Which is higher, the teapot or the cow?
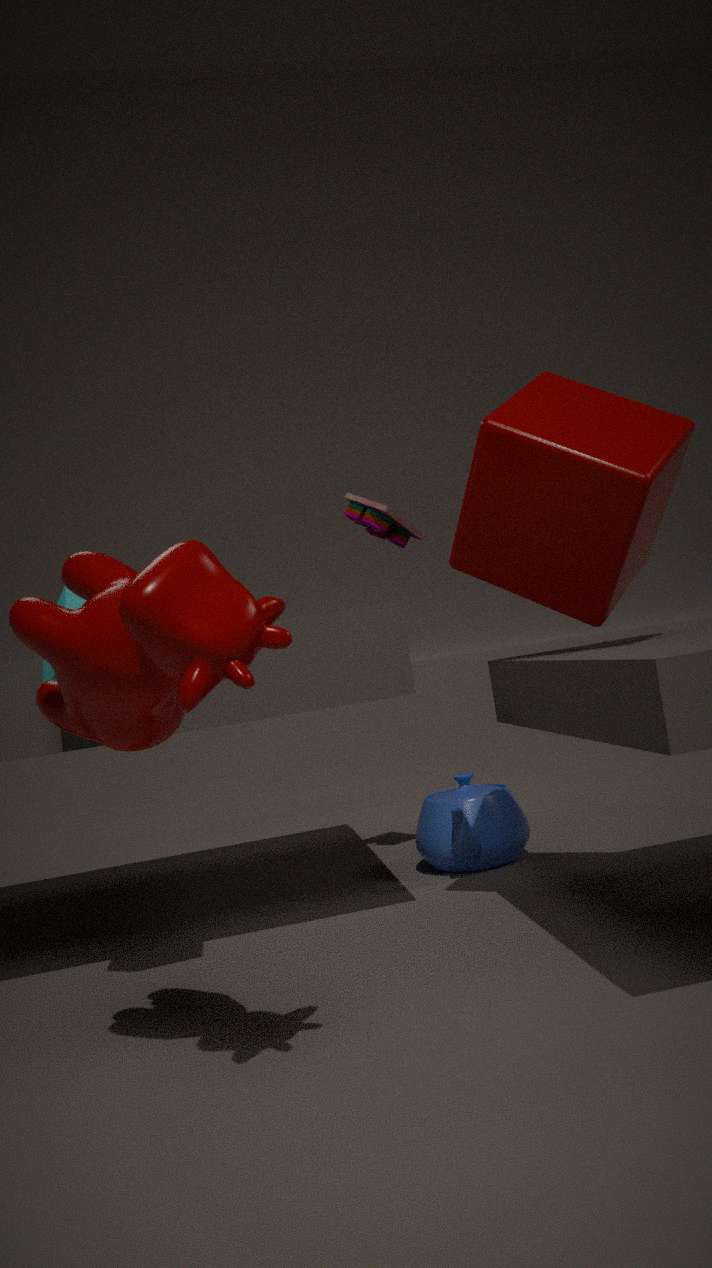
the cow
